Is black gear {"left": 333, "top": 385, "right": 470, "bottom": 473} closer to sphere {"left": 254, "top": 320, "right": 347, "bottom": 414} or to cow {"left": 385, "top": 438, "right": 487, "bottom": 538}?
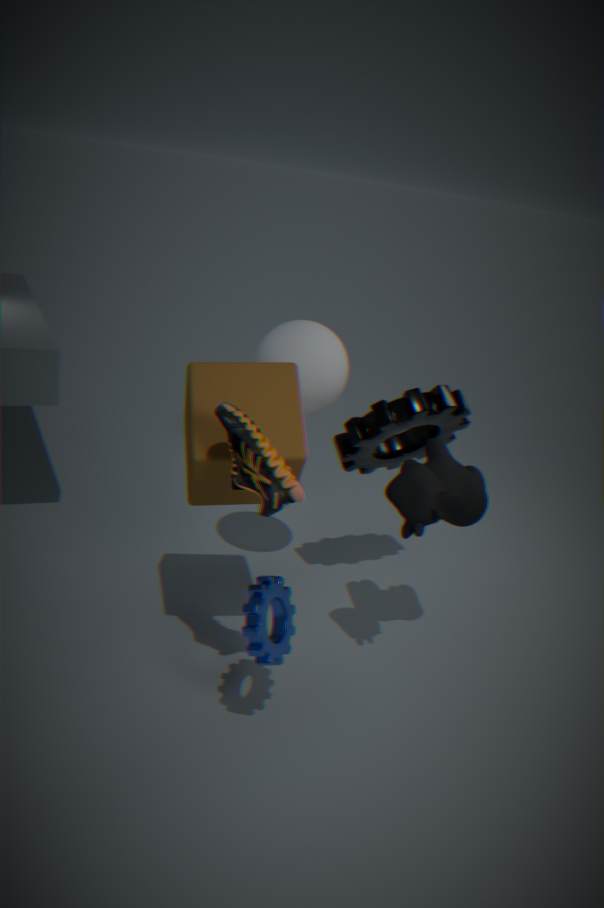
sphere {"left": 254, "top": 320, "right": 347, "bottom": 414}
